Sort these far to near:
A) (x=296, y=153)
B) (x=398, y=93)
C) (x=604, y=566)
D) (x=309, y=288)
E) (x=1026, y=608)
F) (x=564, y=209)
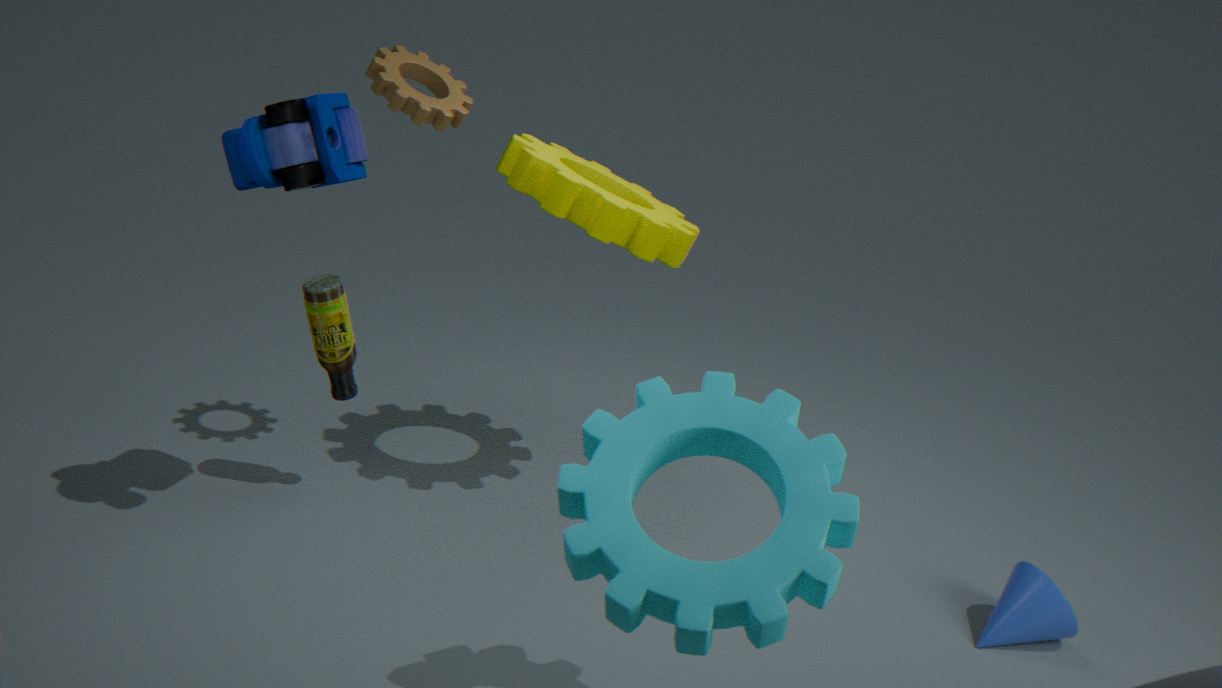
(x=309, y=288), (x=564, y=209), (x=398, y=93), (x=1026, y=608), (x=296, y=153), (x=604, y=566)
